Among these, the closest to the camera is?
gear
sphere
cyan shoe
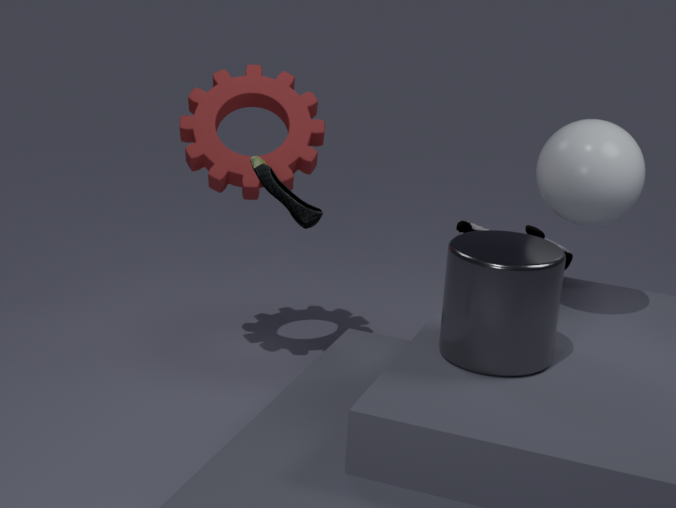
sphere
